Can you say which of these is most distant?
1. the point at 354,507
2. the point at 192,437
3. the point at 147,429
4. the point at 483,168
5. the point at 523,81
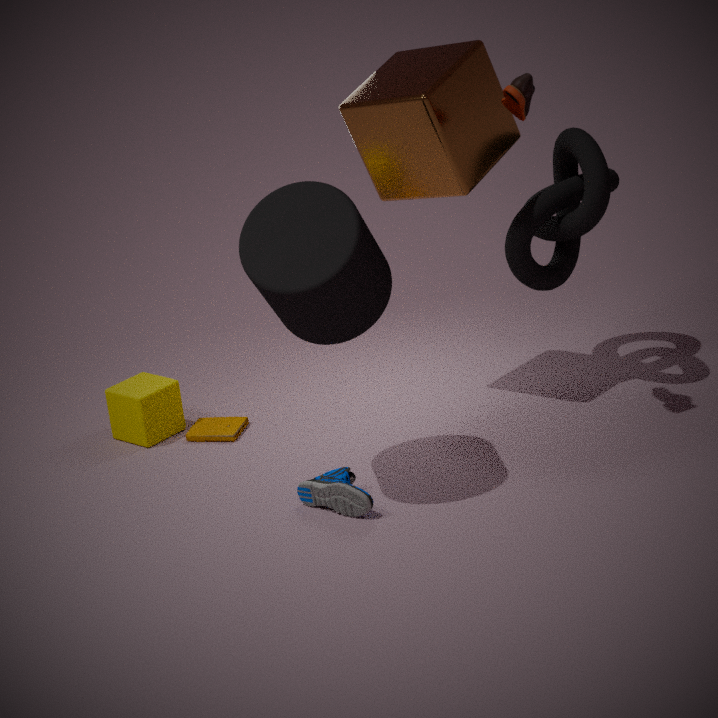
the point at 192,437
